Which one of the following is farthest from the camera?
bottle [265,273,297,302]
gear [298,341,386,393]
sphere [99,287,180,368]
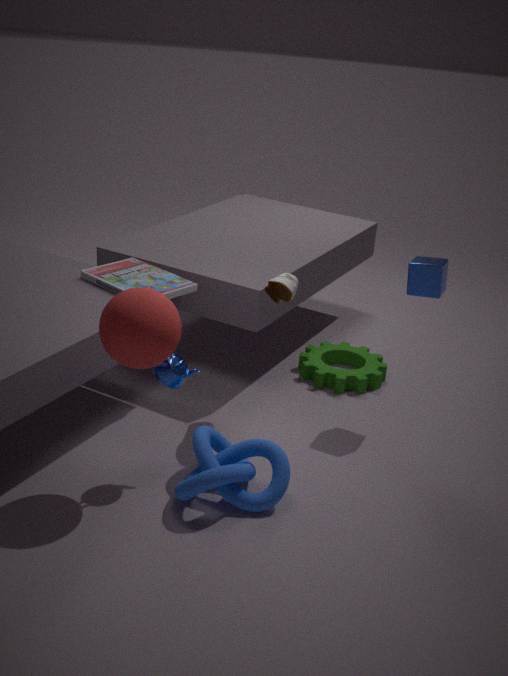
gear [298,341,386,393]
